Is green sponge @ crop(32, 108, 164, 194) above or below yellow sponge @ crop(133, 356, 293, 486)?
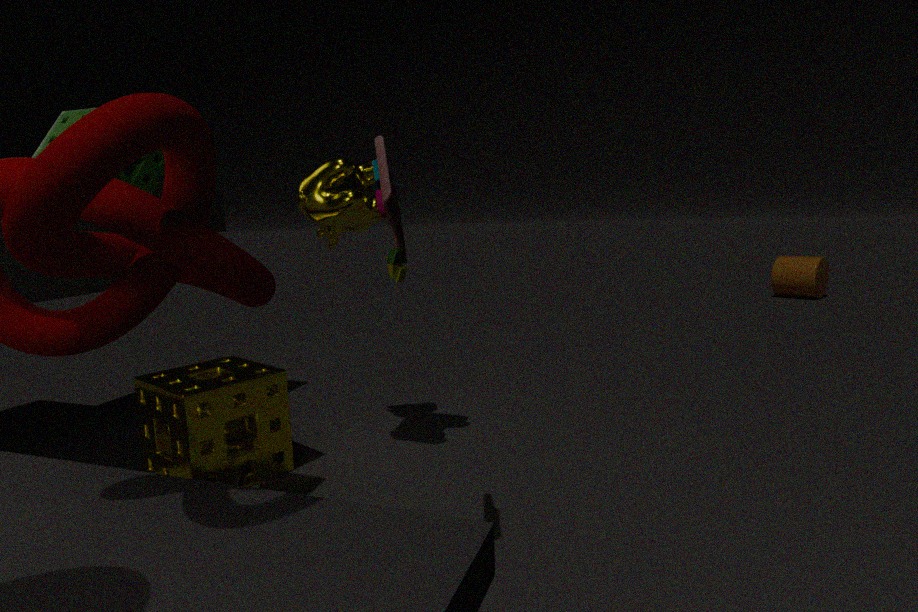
above
